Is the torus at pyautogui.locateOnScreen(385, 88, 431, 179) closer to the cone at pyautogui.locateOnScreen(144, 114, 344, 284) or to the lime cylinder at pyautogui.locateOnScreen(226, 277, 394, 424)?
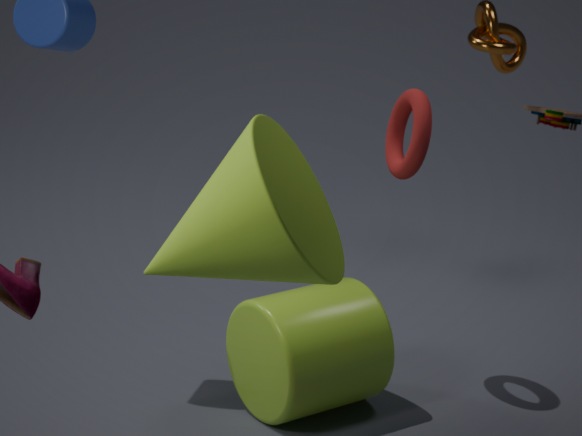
the lime cylinder at pyautogui.locateOnScreen(226, 277, 394, 424)
